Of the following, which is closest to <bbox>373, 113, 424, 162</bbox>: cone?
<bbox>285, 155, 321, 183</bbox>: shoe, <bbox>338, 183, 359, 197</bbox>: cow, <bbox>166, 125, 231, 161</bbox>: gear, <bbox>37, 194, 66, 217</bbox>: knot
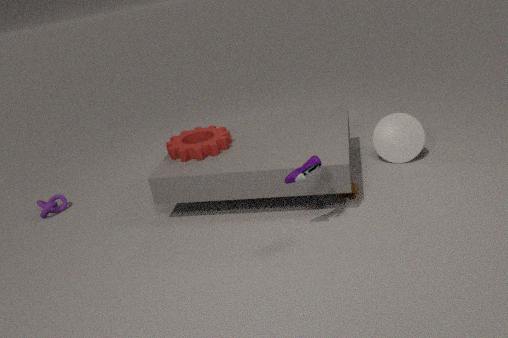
<bbox>338, 183, 359, 197</bbox>: cow
